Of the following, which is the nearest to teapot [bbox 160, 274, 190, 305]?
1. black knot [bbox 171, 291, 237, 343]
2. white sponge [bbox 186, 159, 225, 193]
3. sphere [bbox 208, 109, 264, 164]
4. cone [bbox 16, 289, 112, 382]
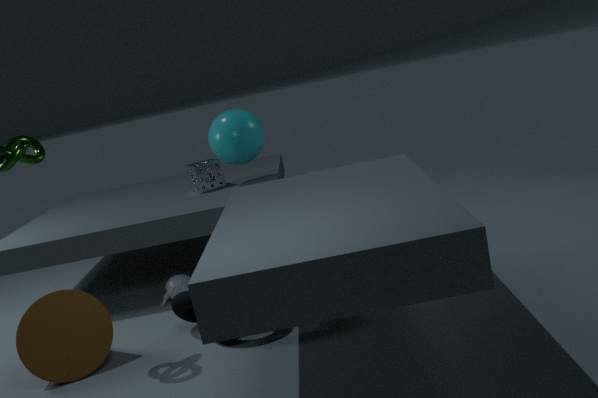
black knot [bbox 171, 291, 237, 343]
